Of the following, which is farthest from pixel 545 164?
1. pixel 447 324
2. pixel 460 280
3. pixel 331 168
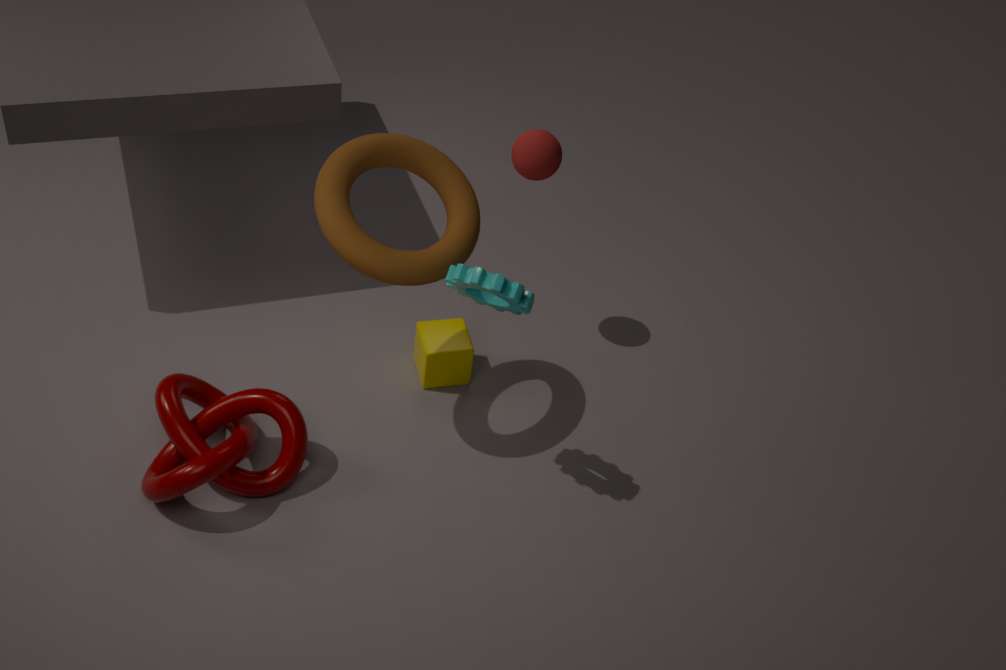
pixel 447 324
